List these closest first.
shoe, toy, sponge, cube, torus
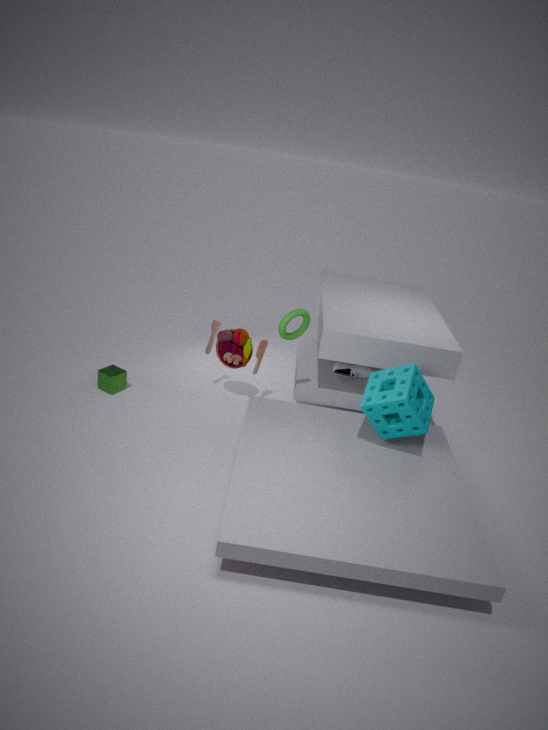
sponge < torus < shoe < toy < cube
